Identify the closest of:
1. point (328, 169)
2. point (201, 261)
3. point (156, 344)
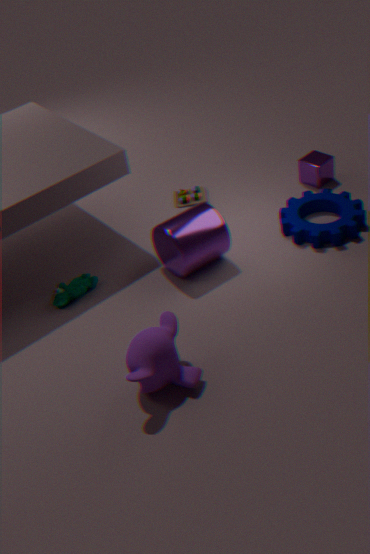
Answer: point (156, 344)
